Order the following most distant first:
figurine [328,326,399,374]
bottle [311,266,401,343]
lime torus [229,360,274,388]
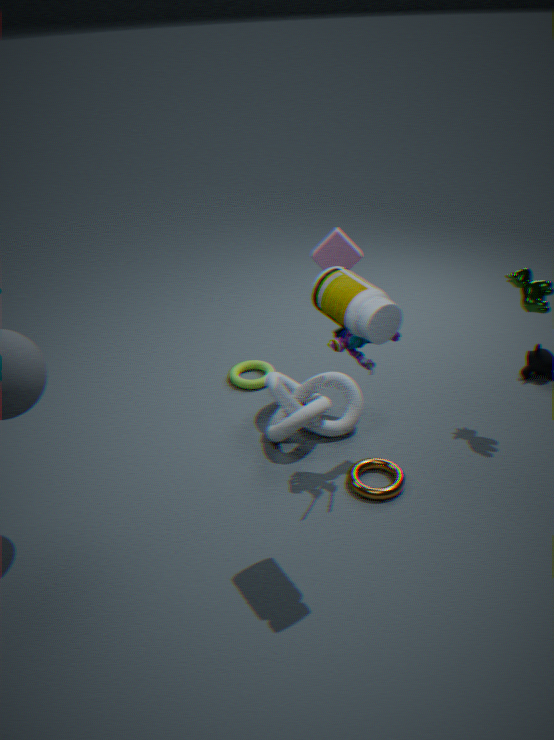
1. lime torus [229,360,274,388]
2. figurine [328,326,399,374]
3. bottle [311,266,401,343]
